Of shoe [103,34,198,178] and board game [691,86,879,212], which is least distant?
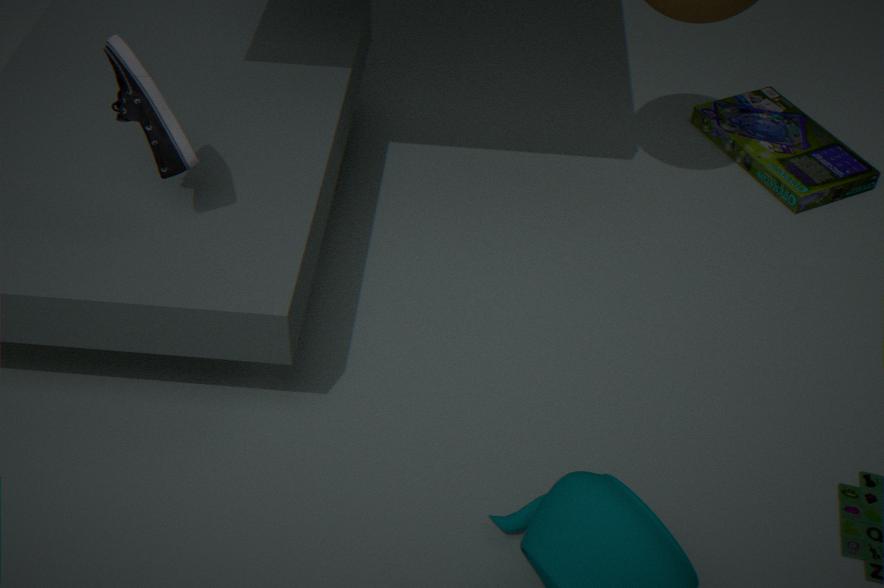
shoe [103,34,198,178]
